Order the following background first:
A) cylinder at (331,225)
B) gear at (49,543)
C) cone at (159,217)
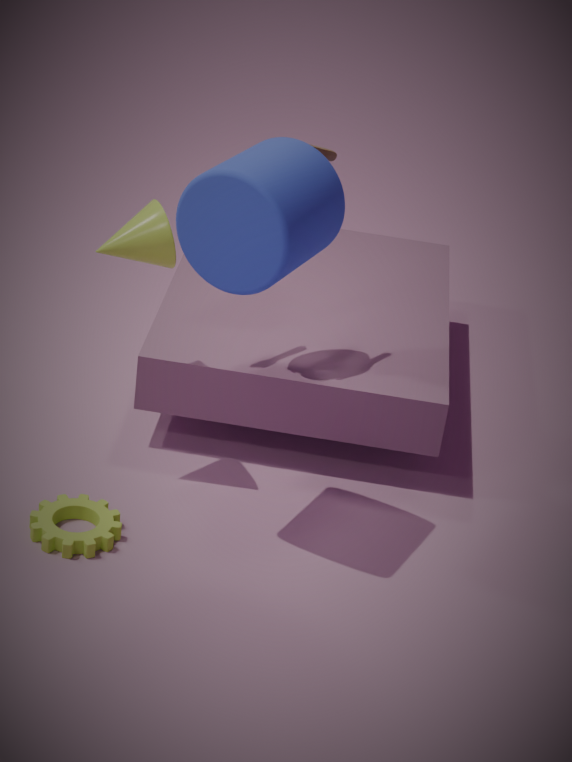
cone at (159,217)
gear at (49,543)
cylinder at (331,225)
